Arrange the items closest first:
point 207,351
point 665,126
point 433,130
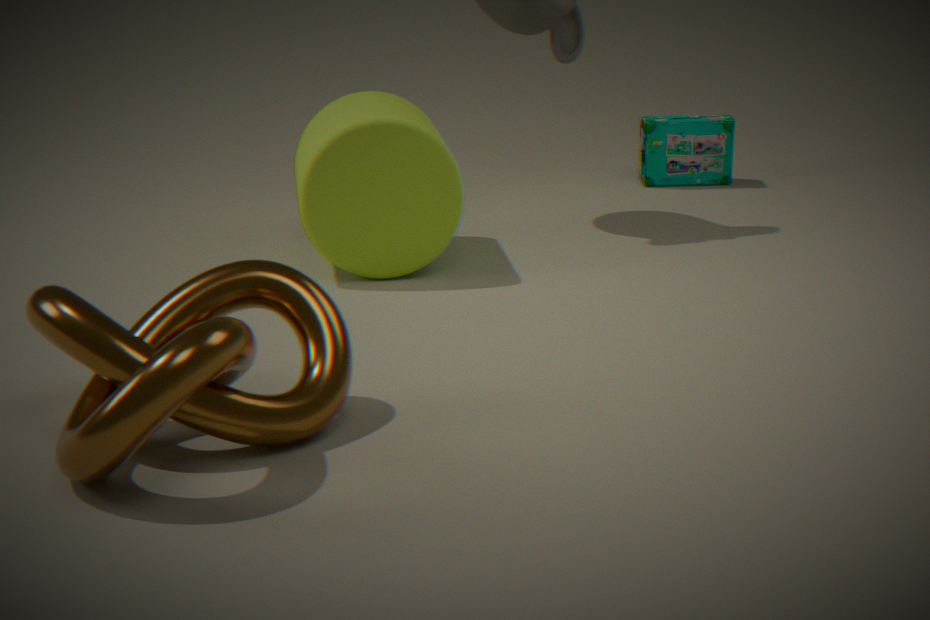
point 207,351, point 433,130, point 665,126
